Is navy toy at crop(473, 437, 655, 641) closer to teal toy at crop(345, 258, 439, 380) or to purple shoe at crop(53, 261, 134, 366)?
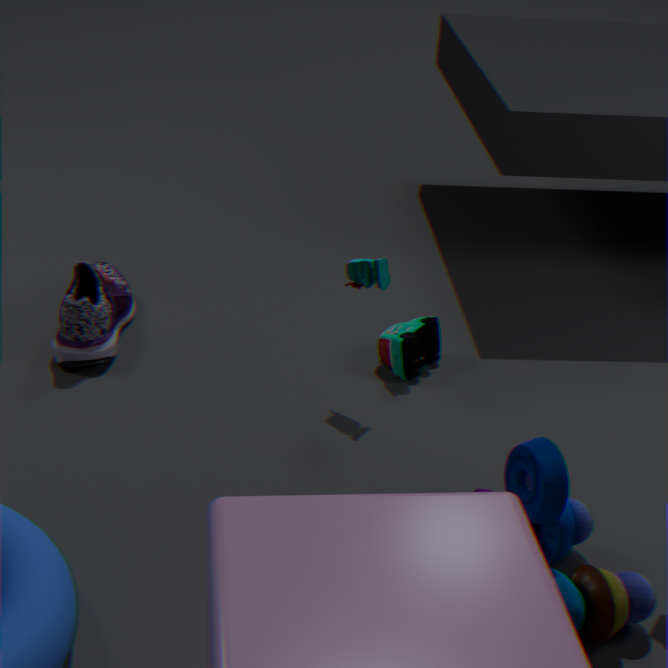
teal toy at crop(345, 258, 439, 380)
